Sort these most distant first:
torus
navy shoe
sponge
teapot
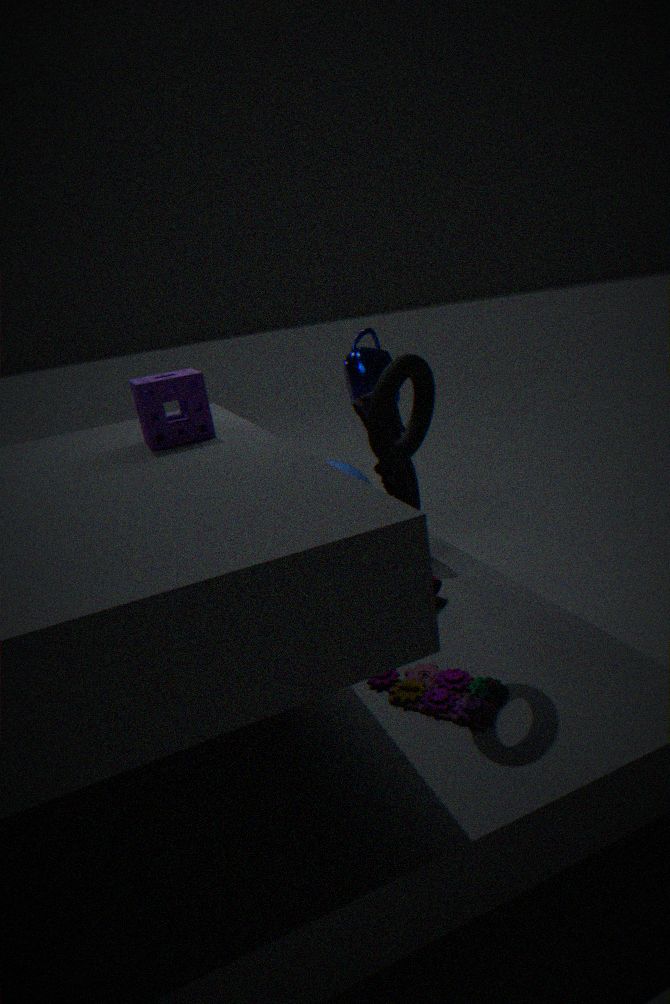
teapot
navy shoe
sponge
torus
